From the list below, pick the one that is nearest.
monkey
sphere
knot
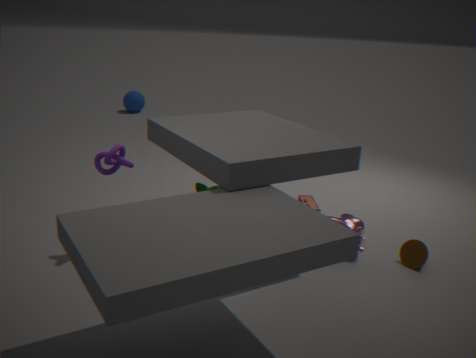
knot
